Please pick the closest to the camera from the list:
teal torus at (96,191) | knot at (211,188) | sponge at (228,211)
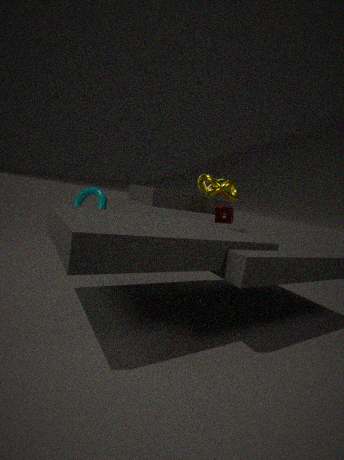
knot at (211,188)
